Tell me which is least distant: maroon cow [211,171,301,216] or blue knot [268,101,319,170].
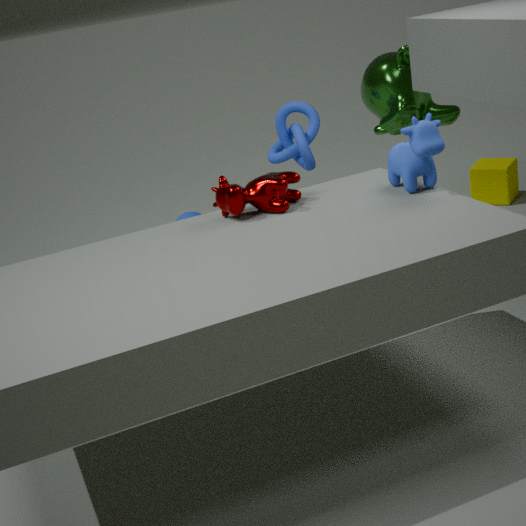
maroon cow [211,171,301,216]
